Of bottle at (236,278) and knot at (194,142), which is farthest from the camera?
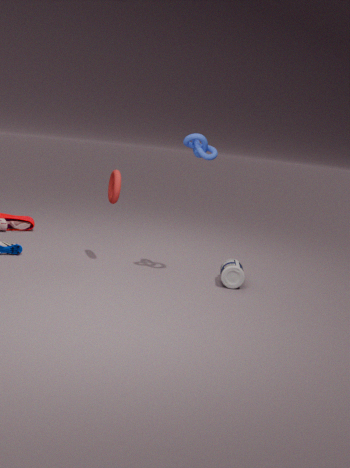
bottle at (236,278)
